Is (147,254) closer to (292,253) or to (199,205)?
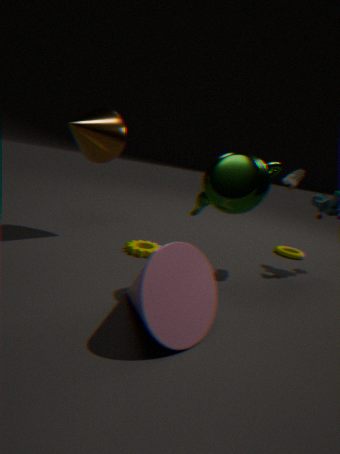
→ (199,205)
